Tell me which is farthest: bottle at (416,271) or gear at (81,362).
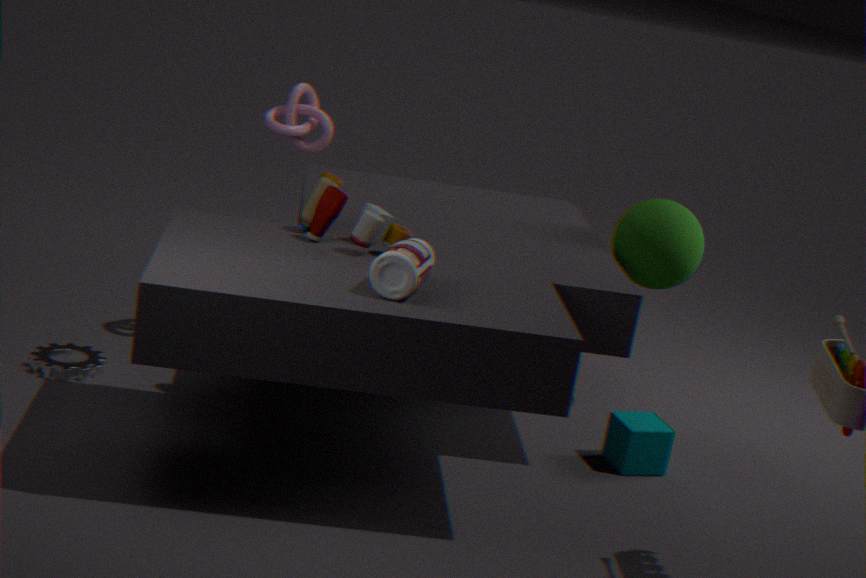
gear at (81,362)
